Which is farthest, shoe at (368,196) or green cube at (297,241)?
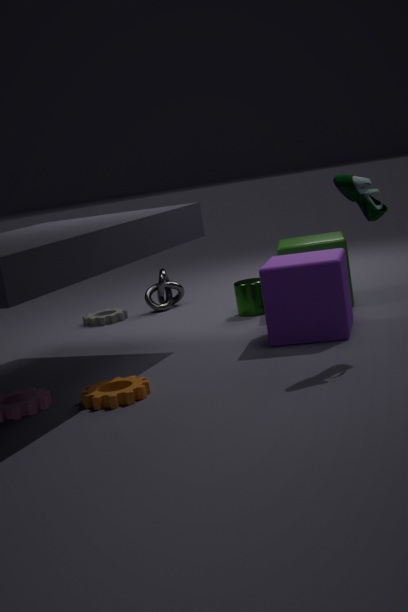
green cube at (297,241)
